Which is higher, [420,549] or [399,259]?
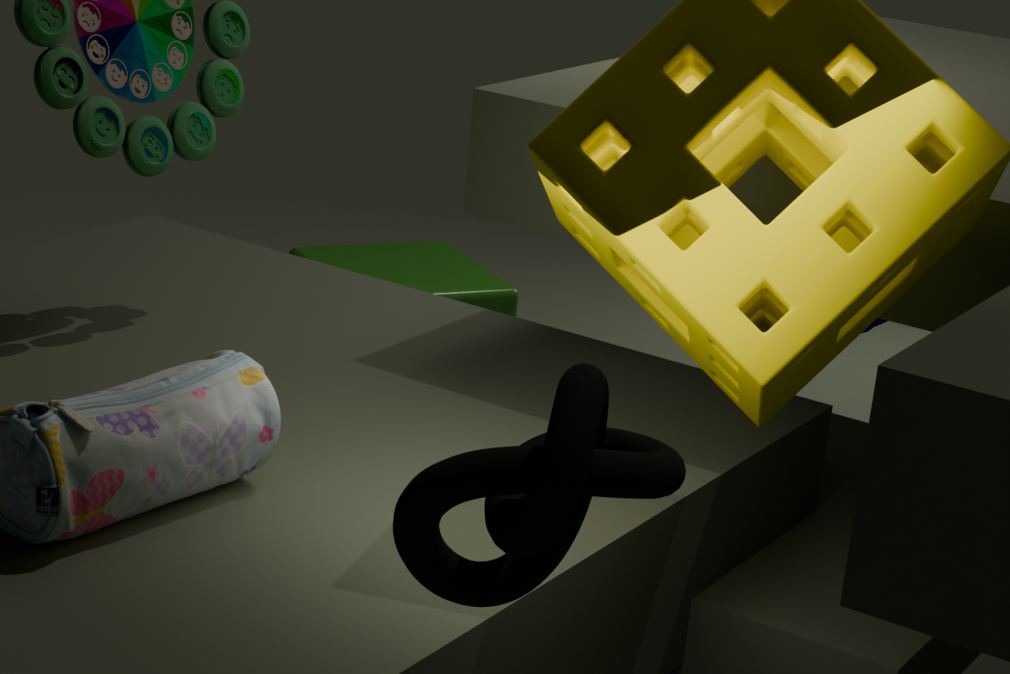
[420,549]
